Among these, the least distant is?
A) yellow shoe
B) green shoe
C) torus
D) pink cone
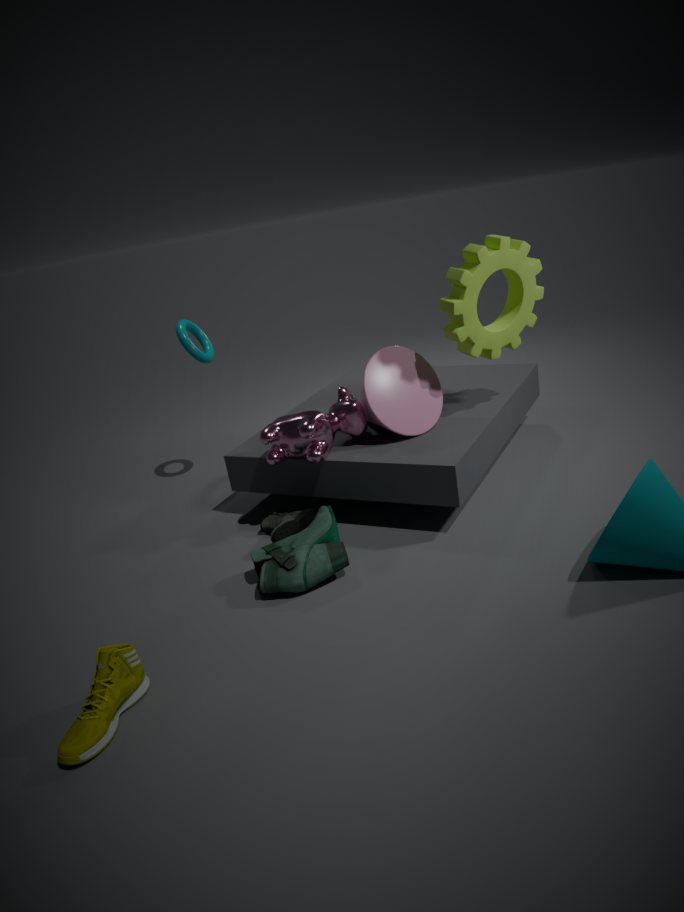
yellow shoe
